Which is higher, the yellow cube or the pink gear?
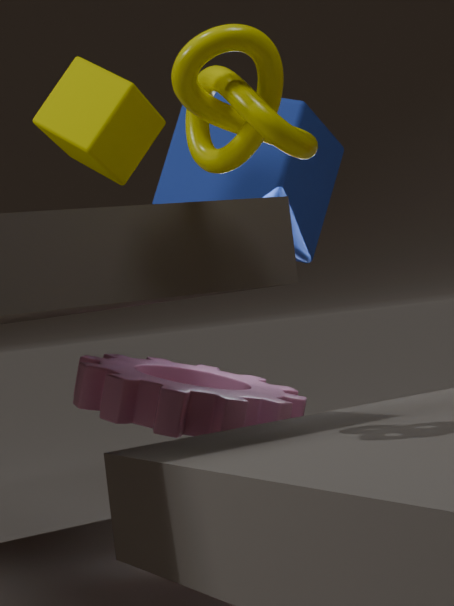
the yellow cube
